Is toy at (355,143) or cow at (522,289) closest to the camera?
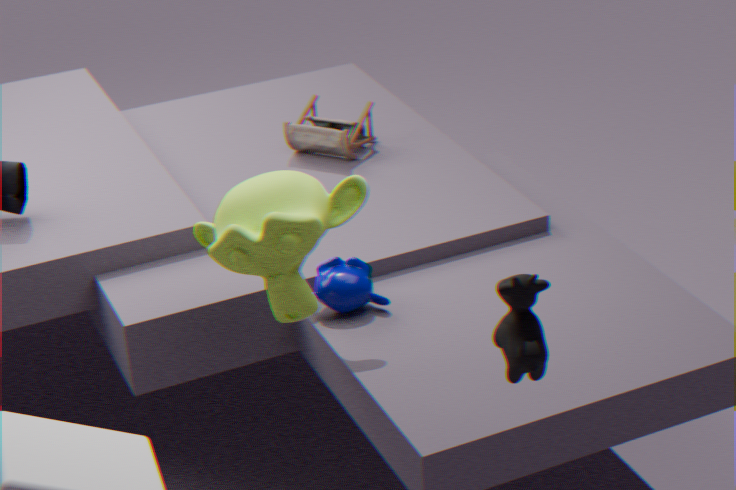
cow at (522,289)
